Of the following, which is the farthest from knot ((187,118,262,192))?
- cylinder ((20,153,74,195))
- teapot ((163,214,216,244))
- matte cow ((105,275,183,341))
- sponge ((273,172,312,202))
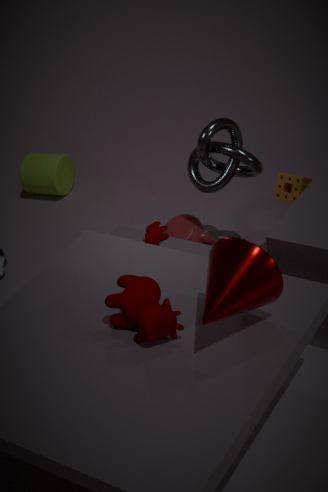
cylinder ((20,153,74,195))
